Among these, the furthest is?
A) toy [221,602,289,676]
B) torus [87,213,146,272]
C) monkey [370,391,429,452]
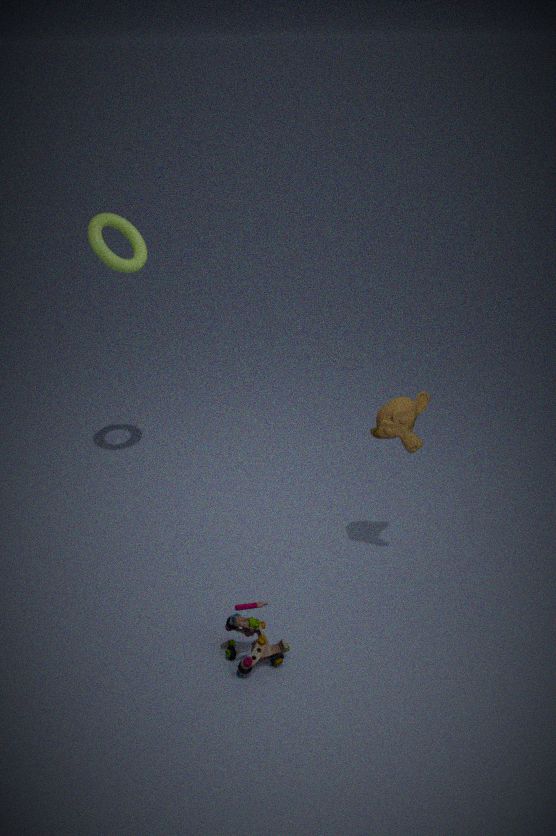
torus [87,213,146,272]
